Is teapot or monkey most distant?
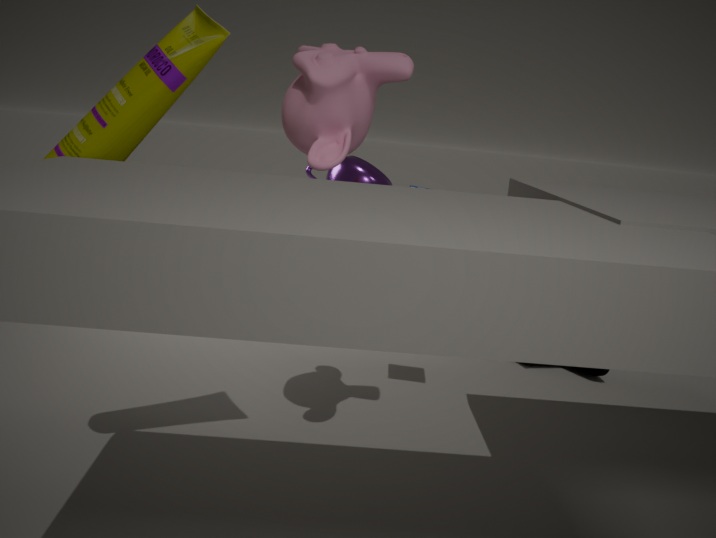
teapot
